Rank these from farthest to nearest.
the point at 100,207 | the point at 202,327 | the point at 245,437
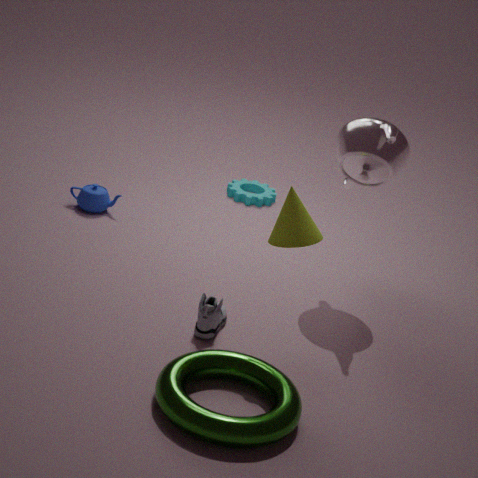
the point at 100,207 → the point at 202,327 → the point at 245,437
